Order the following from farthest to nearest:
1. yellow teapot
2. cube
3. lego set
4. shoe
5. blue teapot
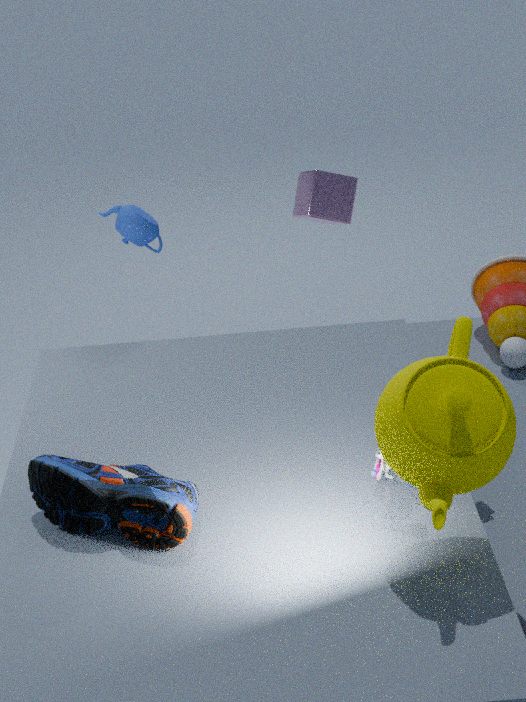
cube, blue teapot, lego set, shoe, yellow teapot
